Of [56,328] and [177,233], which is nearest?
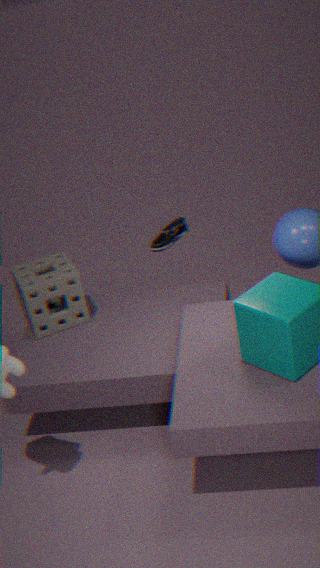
[56,328]
